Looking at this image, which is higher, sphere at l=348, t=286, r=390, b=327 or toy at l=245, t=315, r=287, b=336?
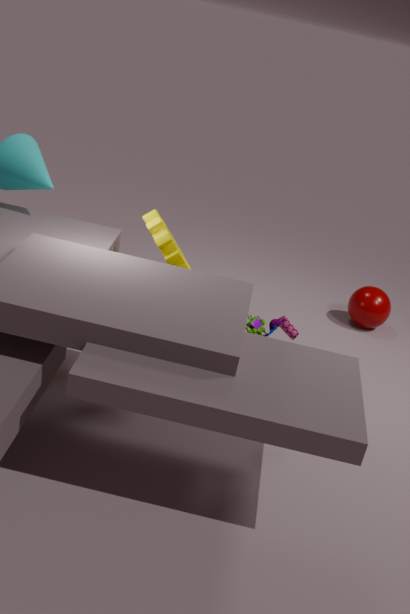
toy at l=245, t=315, r=287, b=336
